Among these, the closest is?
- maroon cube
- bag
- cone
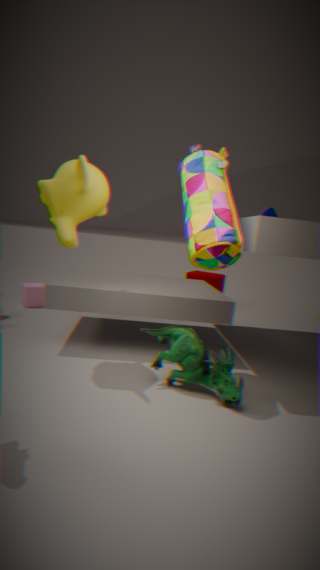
bag
